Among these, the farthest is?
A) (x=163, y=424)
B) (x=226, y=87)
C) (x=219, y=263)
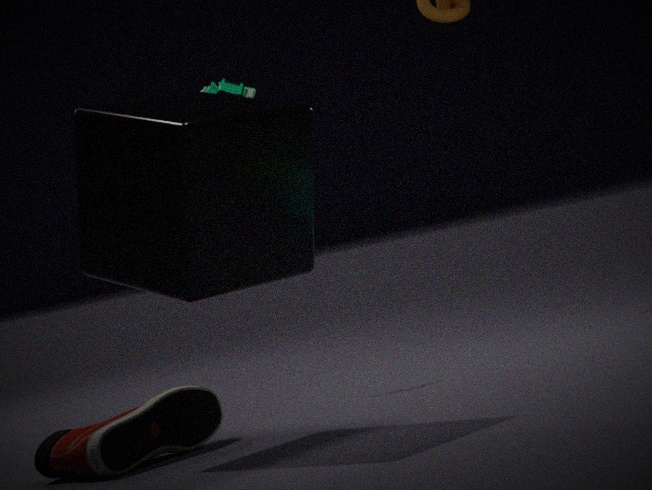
(x=226, y=87)
